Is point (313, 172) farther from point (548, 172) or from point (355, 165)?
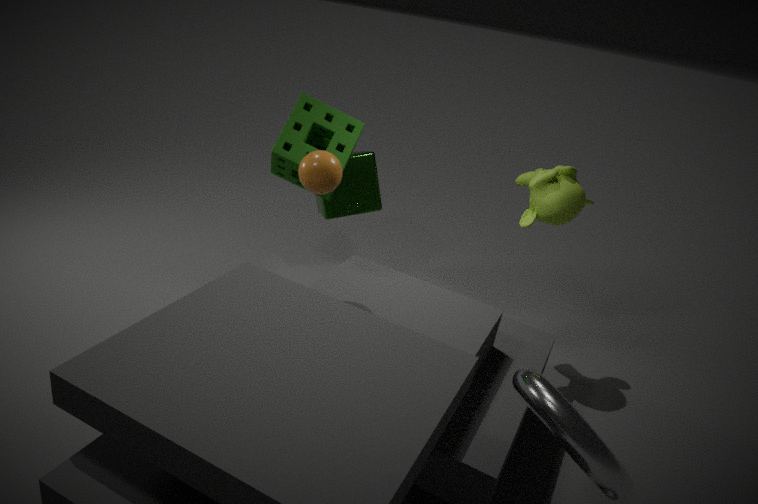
point (548, 172)
